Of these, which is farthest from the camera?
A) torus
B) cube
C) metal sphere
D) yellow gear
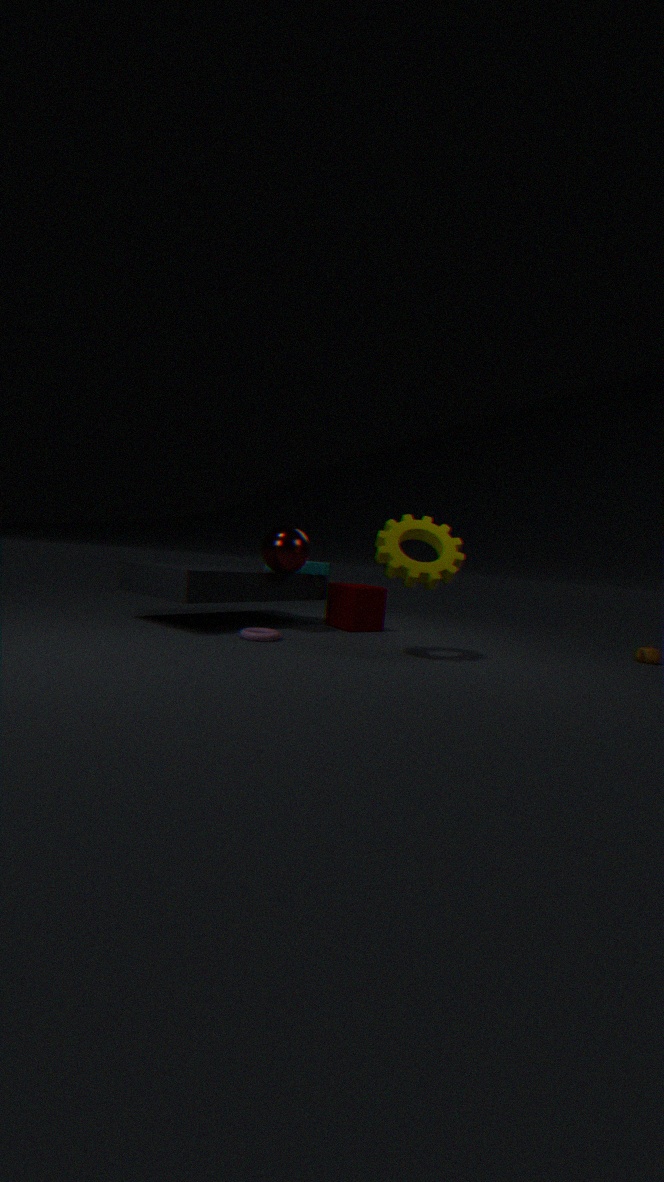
cube
